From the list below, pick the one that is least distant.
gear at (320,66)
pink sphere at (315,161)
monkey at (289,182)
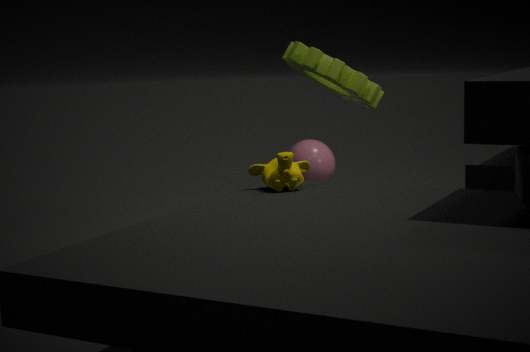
monkey at (289,182)
